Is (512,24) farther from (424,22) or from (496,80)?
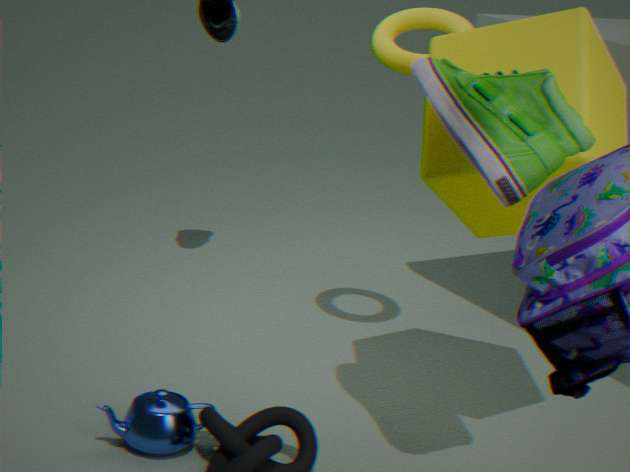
(424,22)
